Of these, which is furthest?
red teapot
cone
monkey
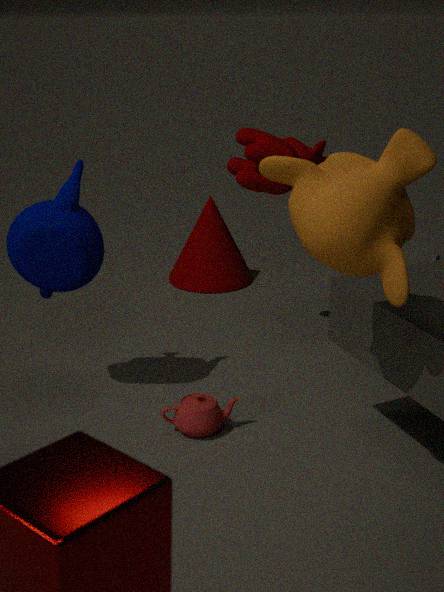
cone
